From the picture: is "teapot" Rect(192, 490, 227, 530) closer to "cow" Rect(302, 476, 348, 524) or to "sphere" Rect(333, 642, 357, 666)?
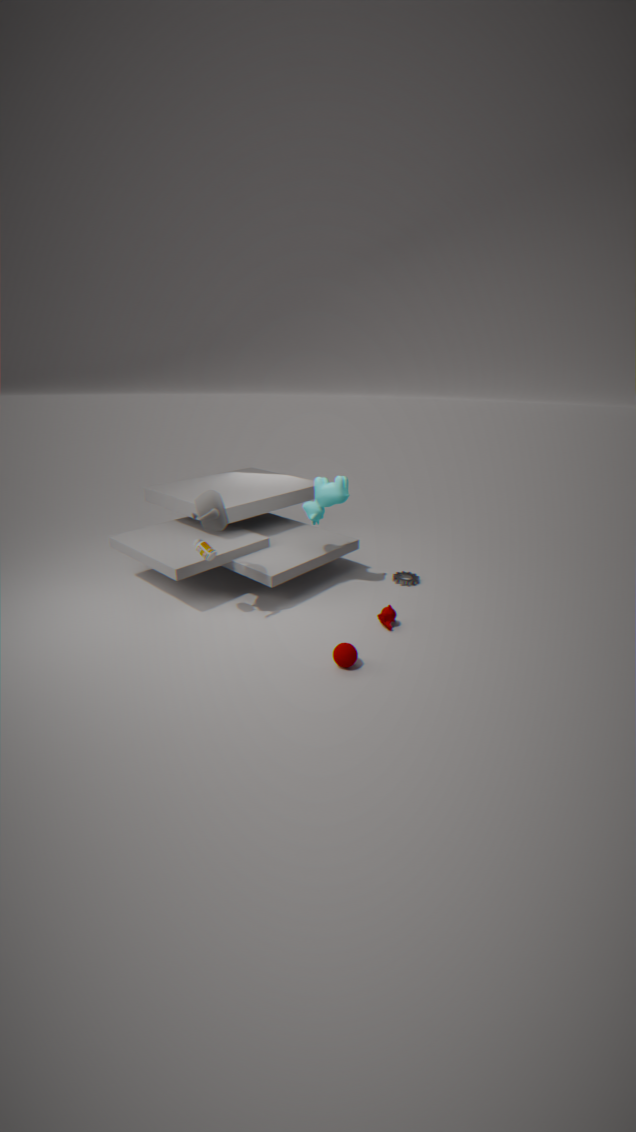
"cow" Rect(302, 476, 348, 524)
